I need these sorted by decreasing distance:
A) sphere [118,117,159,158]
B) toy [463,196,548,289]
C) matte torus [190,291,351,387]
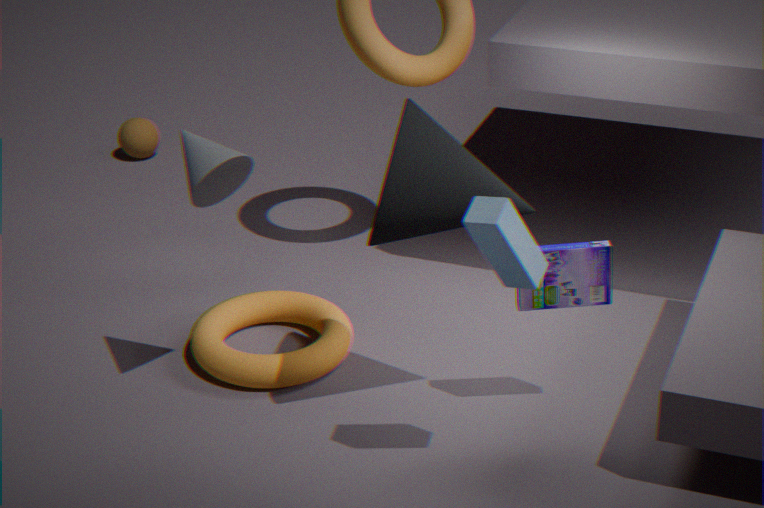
sphere [118,117,159,158] → matte torus [190,291,351,387] → toy [463,196,548,289]
